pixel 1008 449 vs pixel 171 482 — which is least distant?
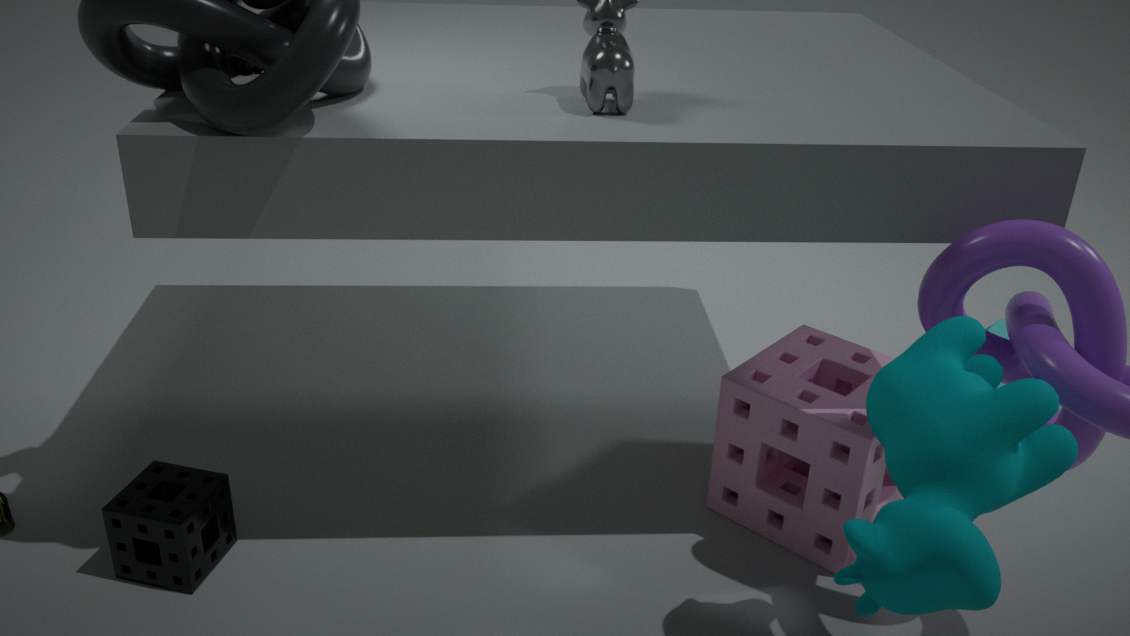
pixel 1008 449
